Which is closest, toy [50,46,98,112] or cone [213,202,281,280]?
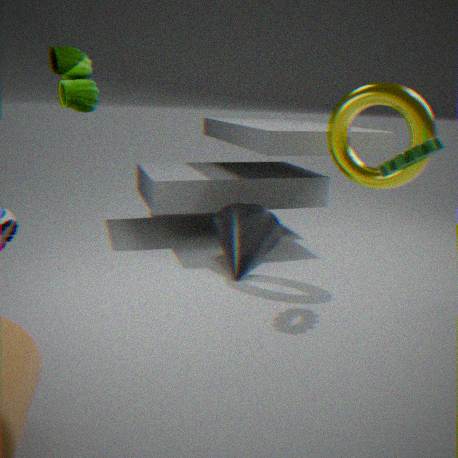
toy [50,46,98,112]
